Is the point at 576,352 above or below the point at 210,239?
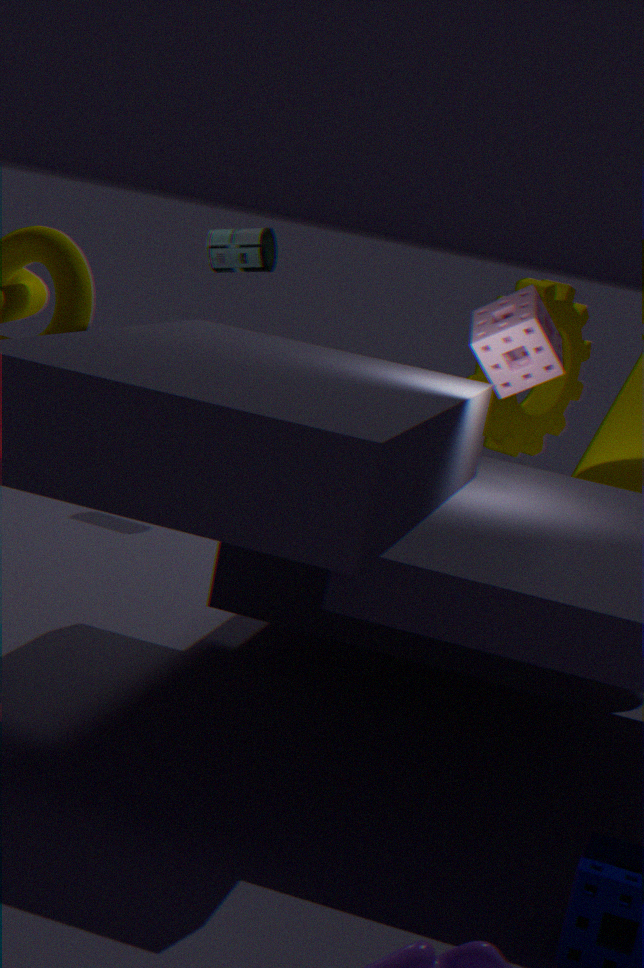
below
